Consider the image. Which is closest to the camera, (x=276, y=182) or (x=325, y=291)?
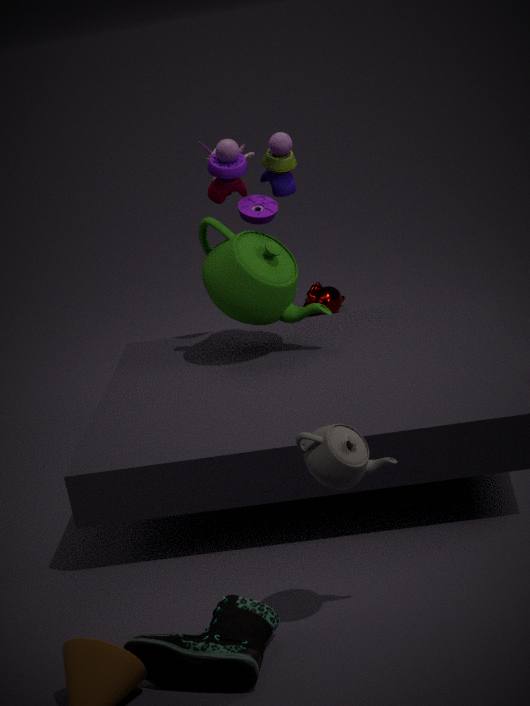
(x=276, y=182)
